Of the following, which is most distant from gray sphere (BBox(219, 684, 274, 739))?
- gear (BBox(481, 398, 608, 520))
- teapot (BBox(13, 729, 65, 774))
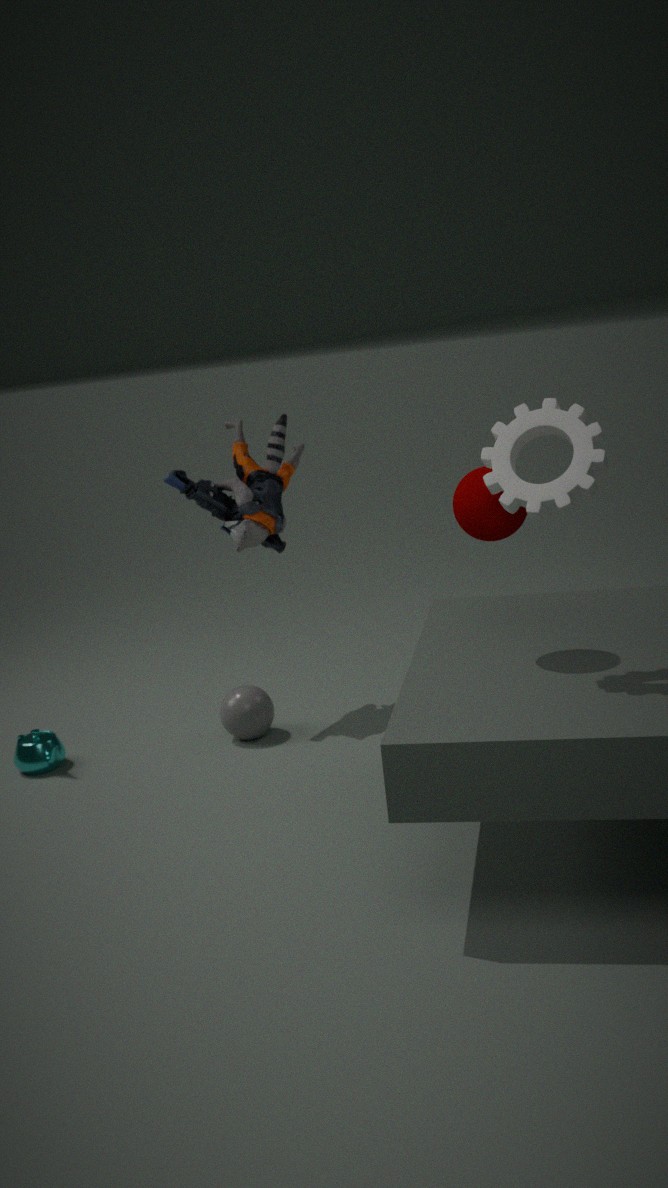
gear (BBox(481, 398, 608, 520))
